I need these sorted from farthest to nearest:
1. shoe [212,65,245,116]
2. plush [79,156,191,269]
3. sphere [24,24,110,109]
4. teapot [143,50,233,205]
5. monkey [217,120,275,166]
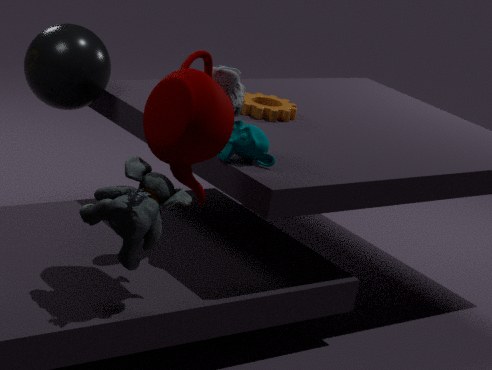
sphere [24,24,110,109]
monkey [217,120,275,166]
shoe [212,65,245,116]
teapot [143,50,233,205]
plush [79,156,191,269]
